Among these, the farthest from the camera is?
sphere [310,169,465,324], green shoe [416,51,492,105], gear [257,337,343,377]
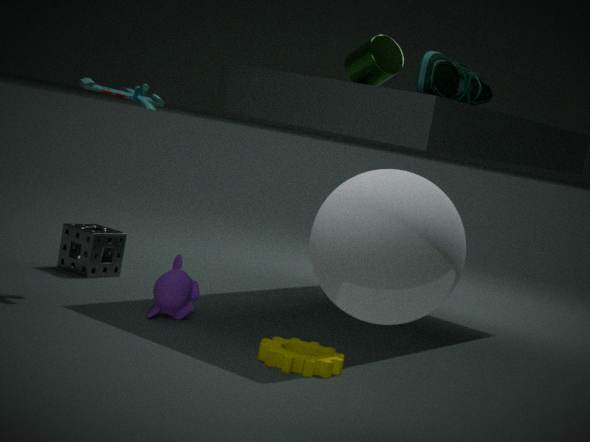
green shoe [416,51,492,105]
